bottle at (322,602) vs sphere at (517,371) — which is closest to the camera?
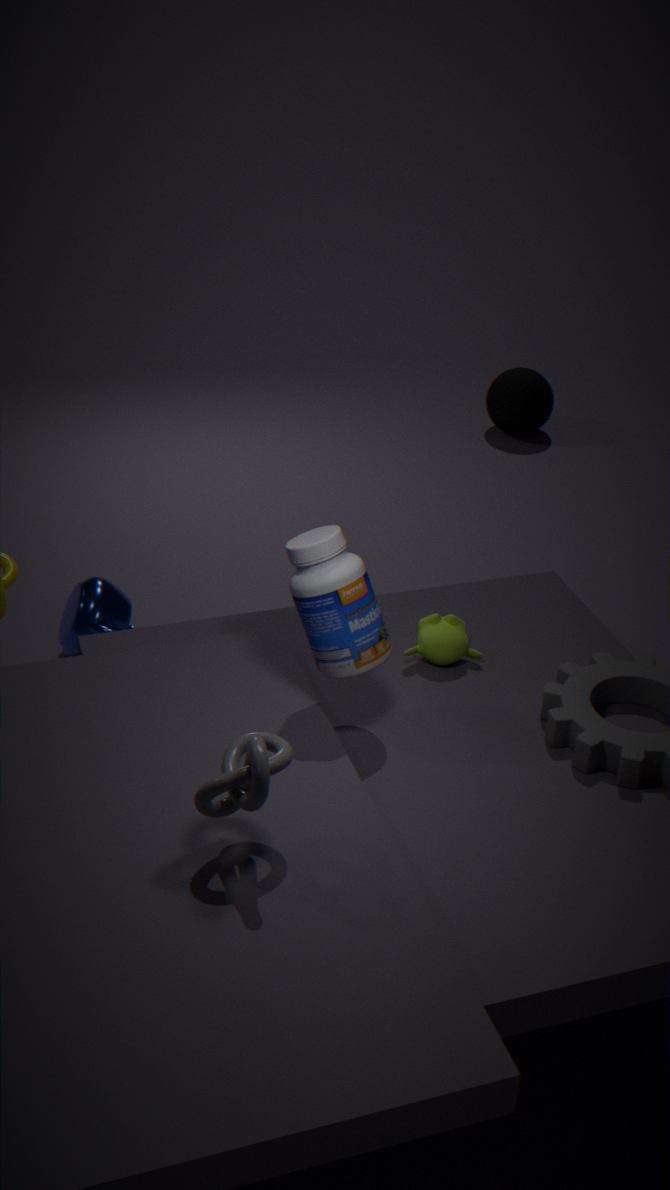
bottle at (322,602)
